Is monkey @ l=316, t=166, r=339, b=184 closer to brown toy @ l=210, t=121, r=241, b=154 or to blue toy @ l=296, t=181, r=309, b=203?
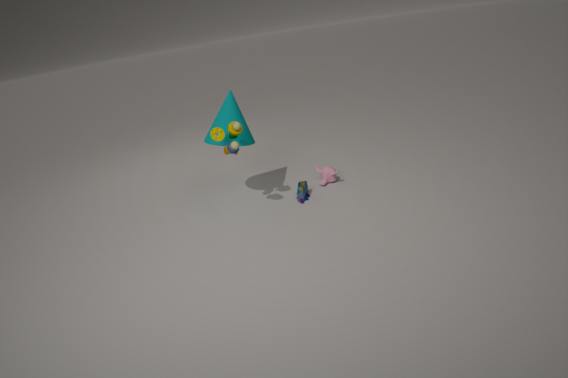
blue toy @ l=296, t=181, r=309, b=203
